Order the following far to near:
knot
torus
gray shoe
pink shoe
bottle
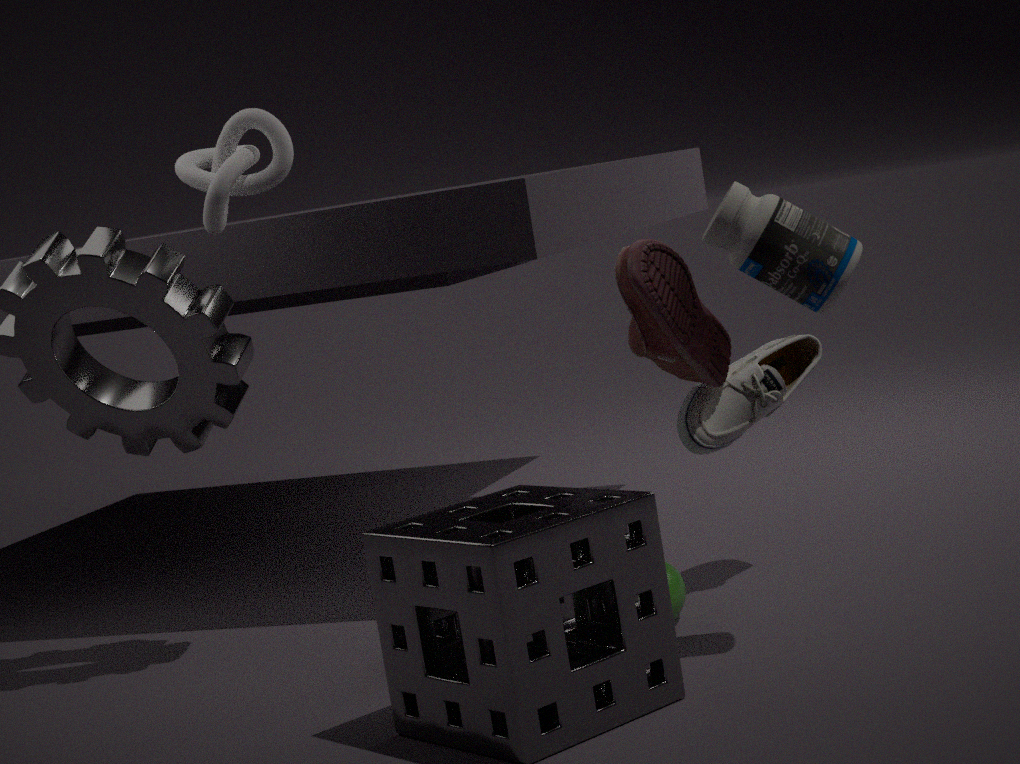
gray shoe
knot
torus
pink shoe
bottle
